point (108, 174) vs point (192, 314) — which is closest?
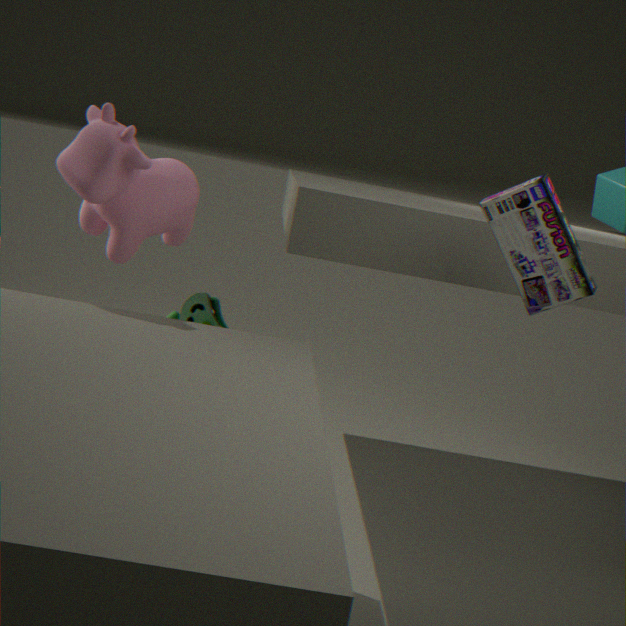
point (108, 174)
